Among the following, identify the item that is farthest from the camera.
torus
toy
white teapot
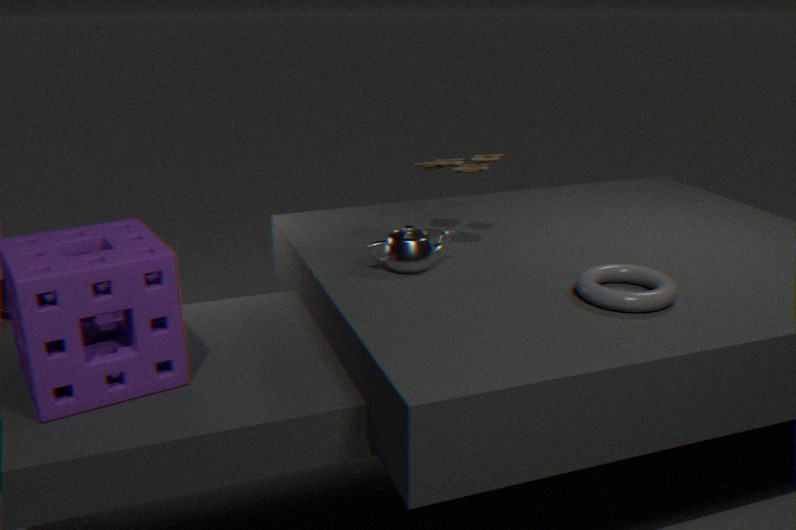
toy
